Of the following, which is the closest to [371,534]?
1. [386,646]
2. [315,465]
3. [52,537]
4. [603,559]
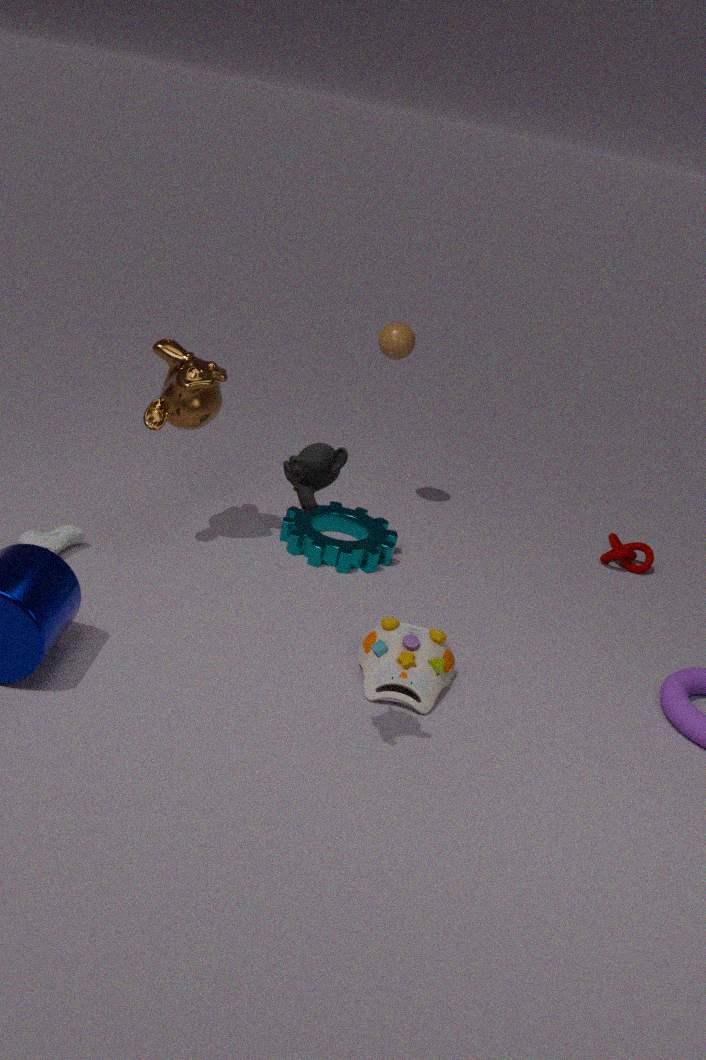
[386,646]
